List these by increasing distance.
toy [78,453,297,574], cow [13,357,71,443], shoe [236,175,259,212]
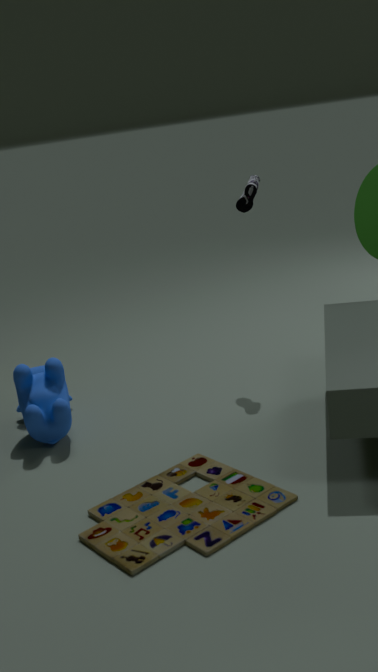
1. toy [78,453,297,574]
2. cow [13,357,71,443]
3. shoe [236,175,259,212]
